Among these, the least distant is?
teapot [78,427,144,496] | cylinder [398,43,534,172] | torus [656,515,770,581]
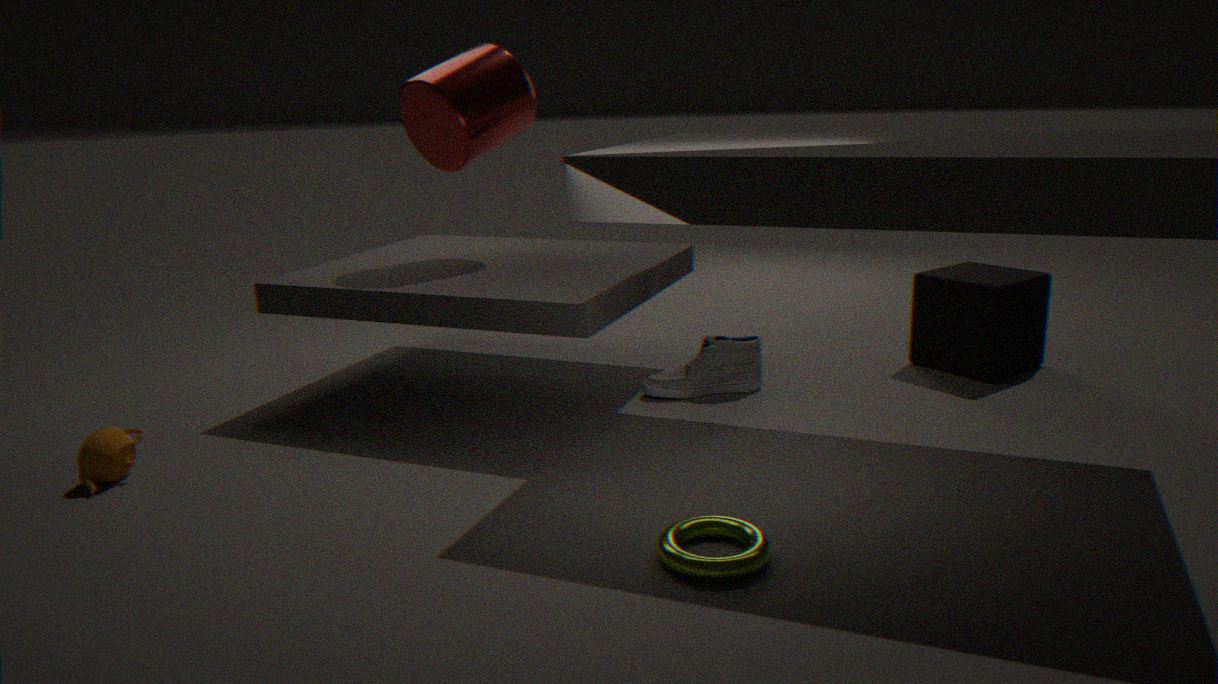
torus [656,515,770,581]
